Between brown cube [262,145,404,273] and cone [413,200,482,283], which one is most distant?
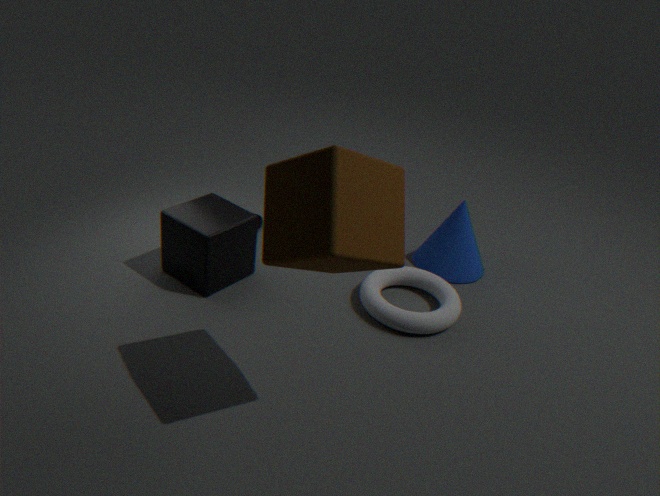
cone [413,200,482,283]
